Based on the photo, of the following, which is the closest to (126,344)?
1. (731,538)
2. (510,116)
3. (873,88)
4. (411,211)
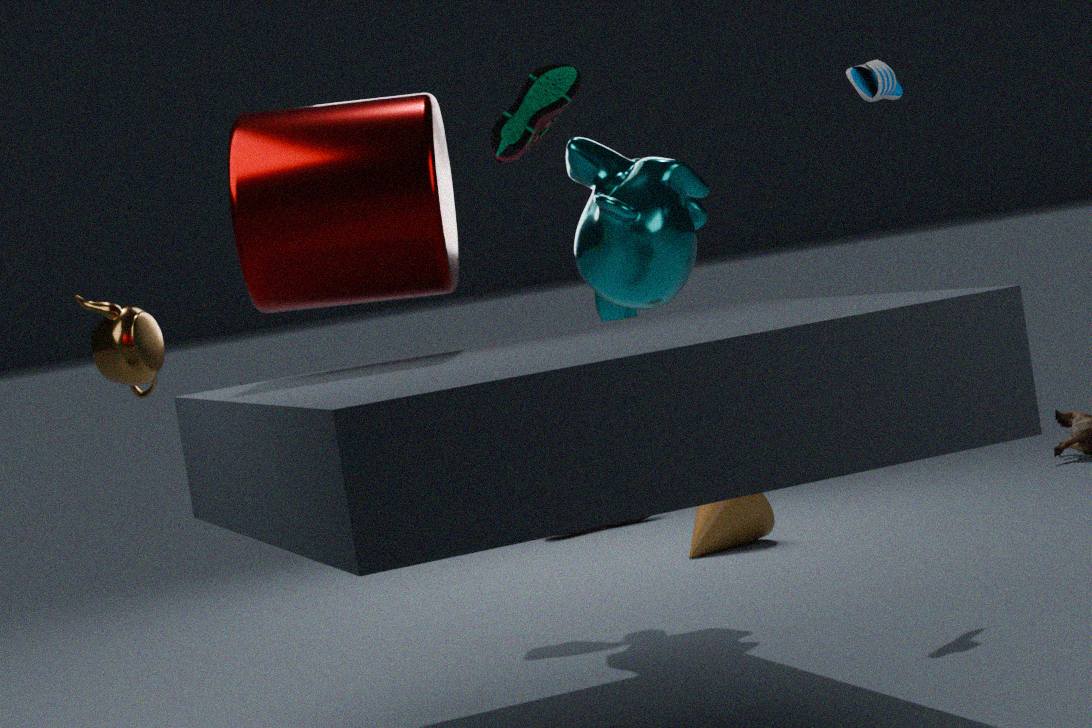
(411,211)
